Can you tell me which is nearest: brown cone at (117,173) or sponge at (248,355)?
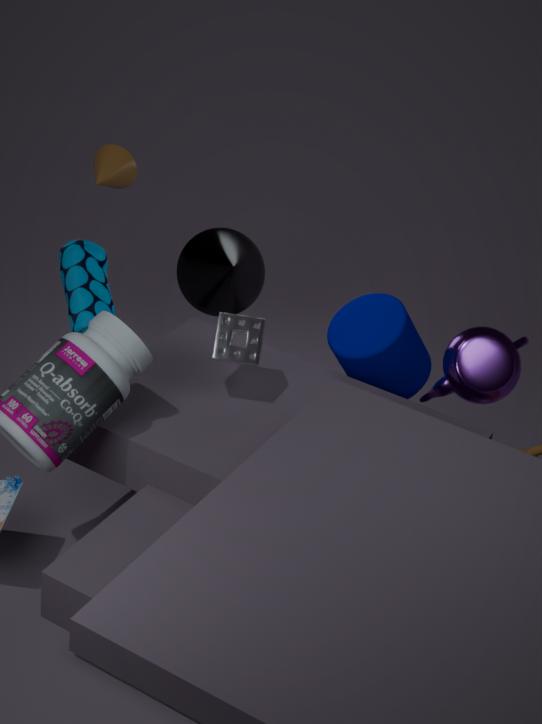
sponge at (248,355)
